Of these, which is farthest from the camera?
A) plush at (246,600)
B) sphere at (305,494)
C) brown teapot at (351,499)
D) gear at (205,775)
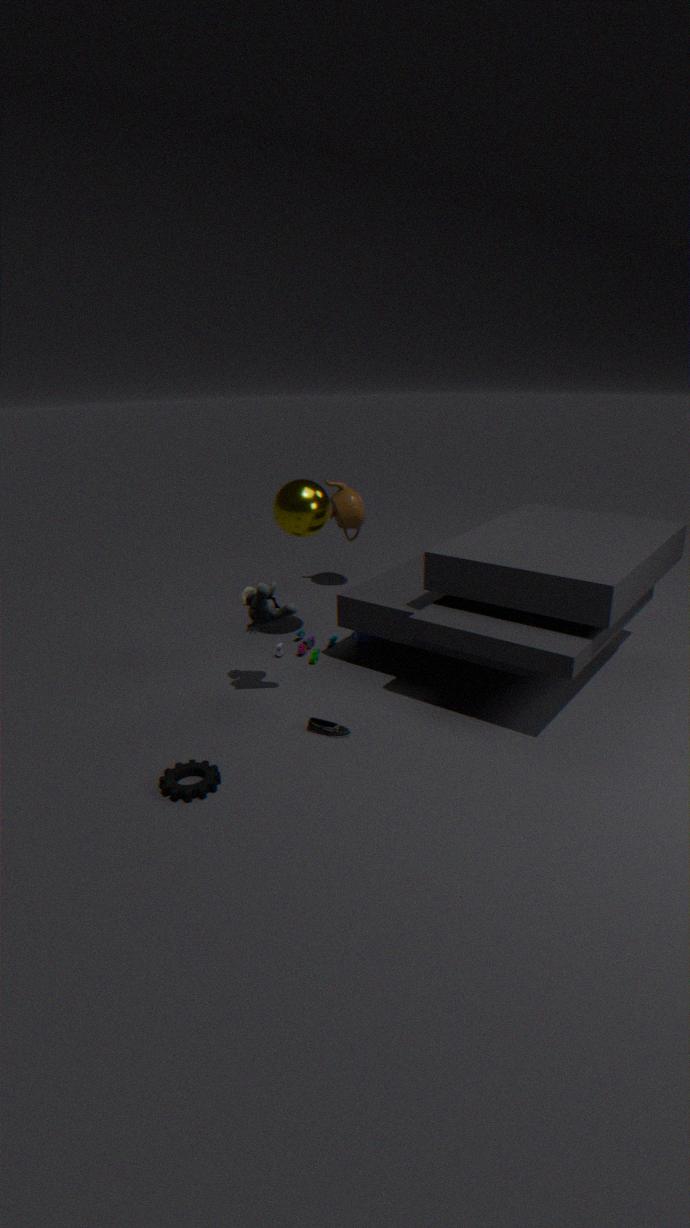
brown teapot at (351,499)
